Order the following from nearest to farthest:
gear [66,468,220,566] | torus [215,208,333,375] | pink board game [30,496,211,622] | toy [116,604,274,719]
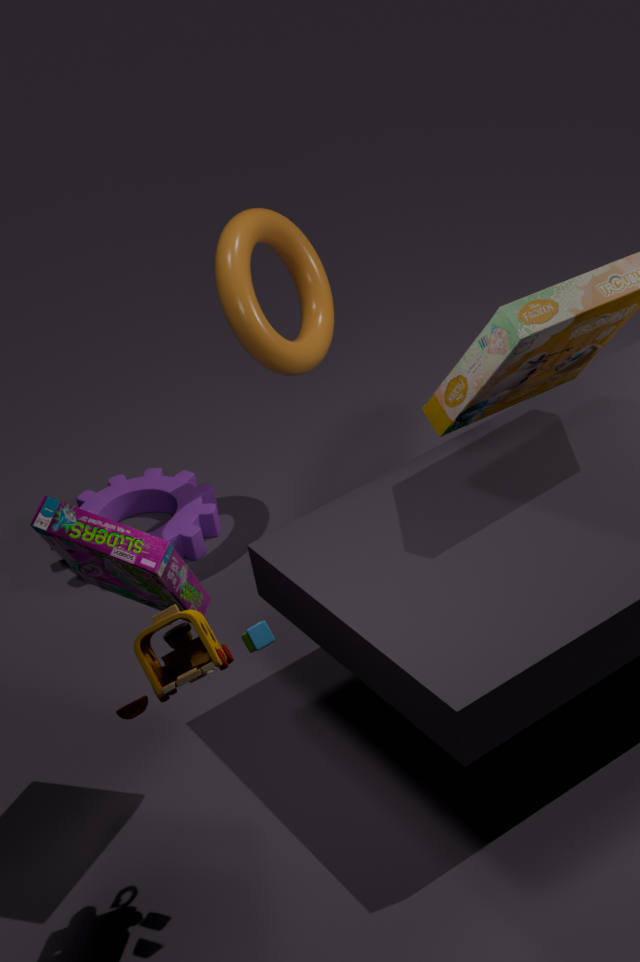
1. toy [116,604,274,719]
2. pink board game [30,496,211,622]
3. torus [215,208,333,375]
4. gear [66,468,220,566]
